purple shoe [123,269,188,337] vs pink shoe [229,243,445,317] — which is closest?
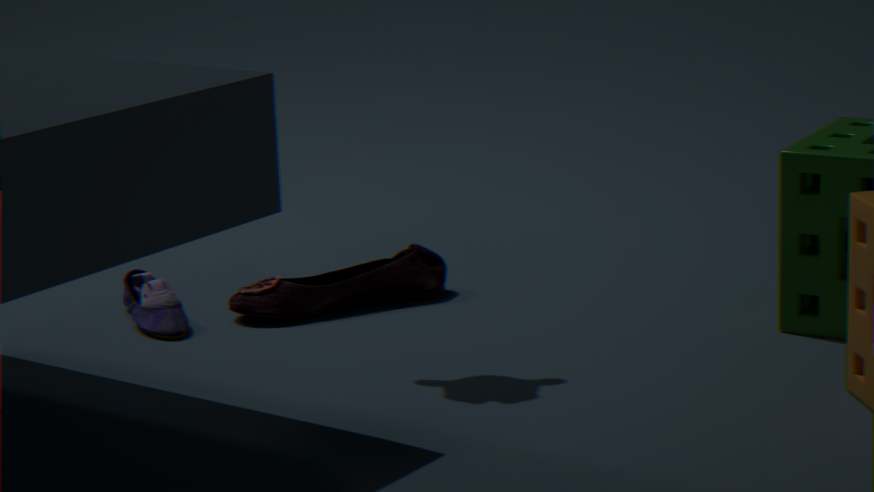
purple shoe [123,269,188,337]
